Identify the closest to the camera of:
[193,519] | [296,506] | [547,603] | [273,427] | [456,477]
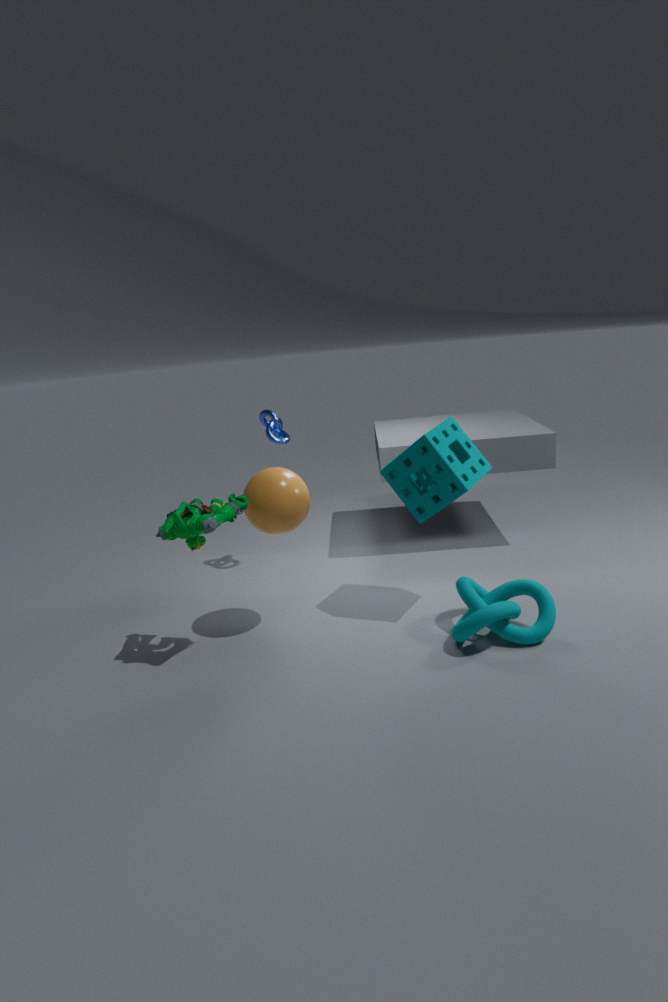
[193,519]
